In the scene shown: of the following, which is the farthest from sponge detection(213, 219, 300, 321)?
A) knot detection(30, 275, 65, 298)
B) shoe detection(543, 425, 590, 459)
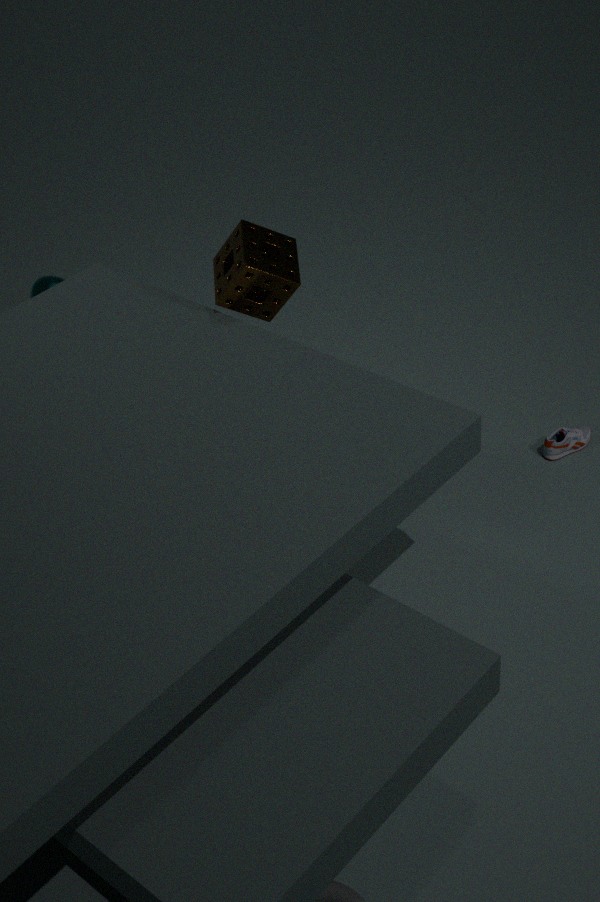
shoe detection(543, 425, 590, 459)
